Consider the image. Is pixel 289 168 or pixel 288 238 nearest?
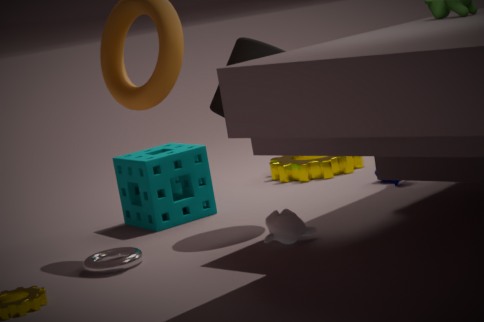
pixel 288 238
